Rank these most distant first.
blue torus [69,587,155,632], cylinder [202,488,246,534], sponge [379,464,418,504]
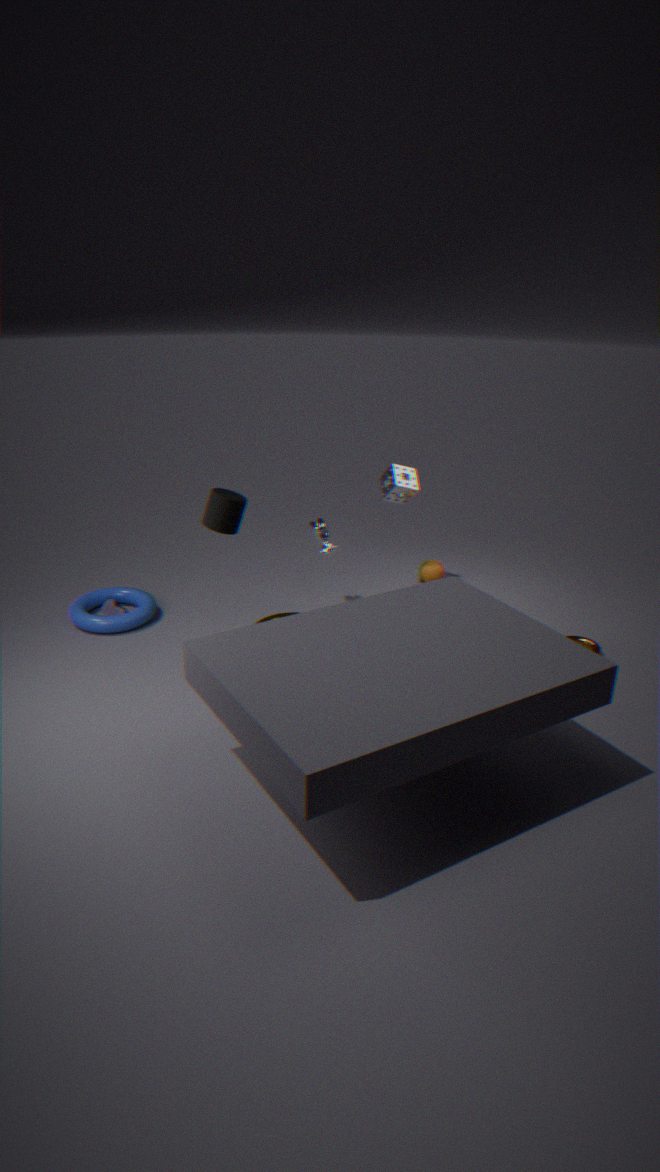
sponge [379,464,418,504] → blue torus [69,587,155,632] → cylinder [202,488,246,534]
